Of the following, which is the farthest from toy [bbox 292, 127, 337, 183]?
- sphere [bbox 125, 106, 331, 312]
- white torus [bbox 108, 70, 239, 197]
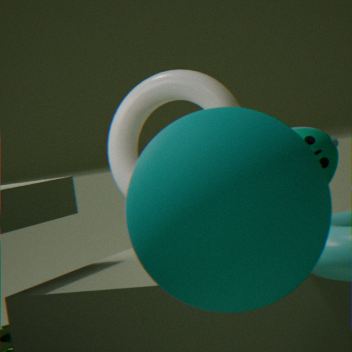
sphere [bbox 125, 106, 331, 312]
